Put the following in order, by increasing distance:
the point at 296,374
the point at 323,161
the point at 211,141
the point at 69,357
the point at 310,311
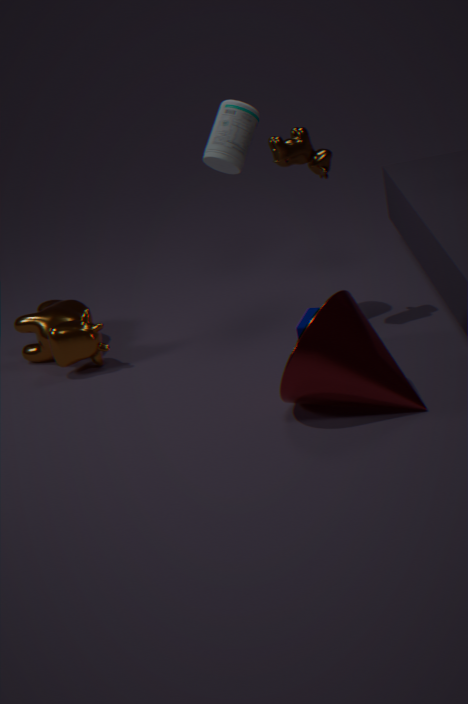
1. the point at 296,374
2. the point at 310,311
3. the point at 323,161
4. the point at 211,141
5. the point at 69,357
